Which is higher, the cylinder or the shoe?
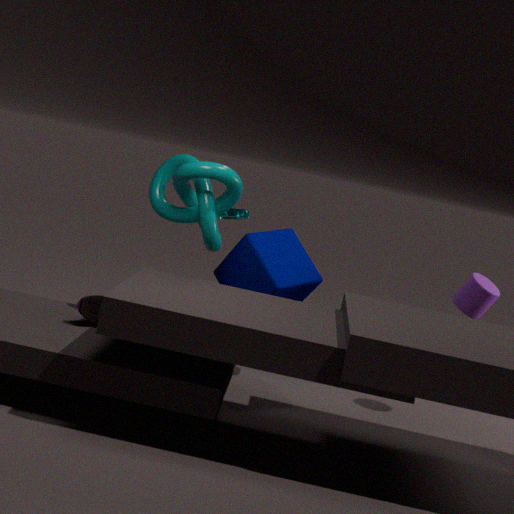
the cylinder
